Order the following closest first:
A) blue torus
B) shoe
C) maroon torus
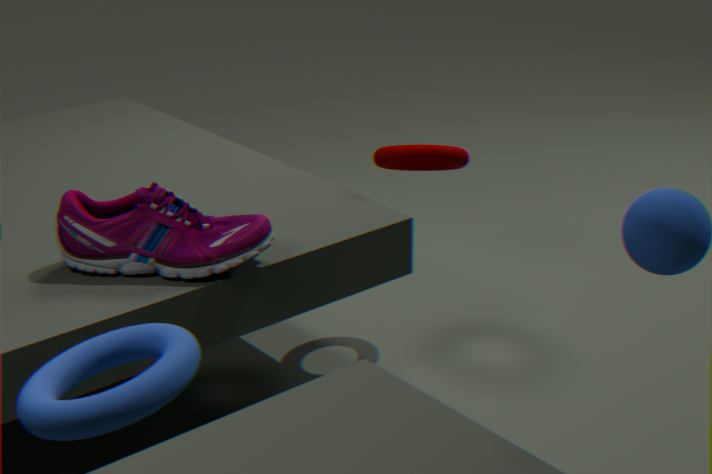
blue torus → shoe → maroon torus
